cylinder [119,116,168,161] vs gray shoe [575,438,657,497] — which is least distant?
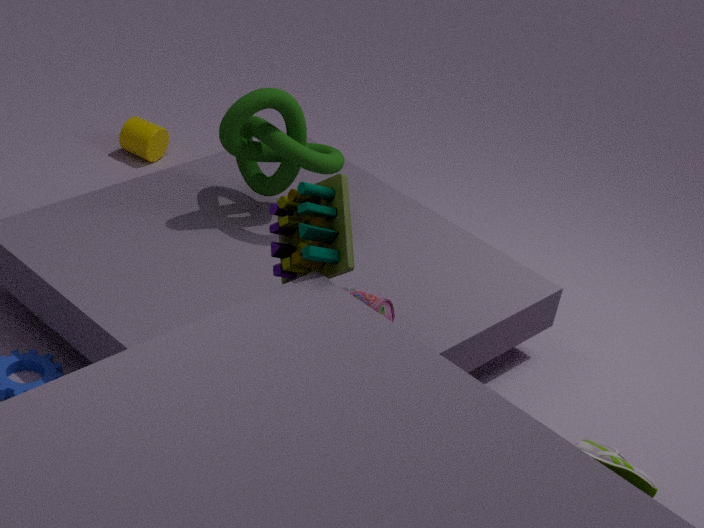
gray shoe [575,438,657,497]
